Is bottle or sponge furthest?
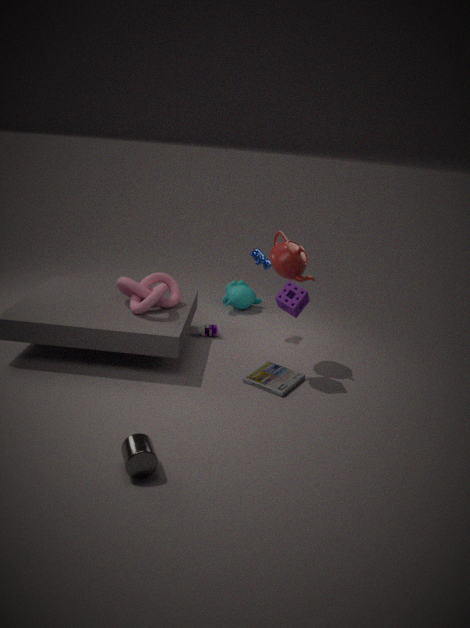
bottle
